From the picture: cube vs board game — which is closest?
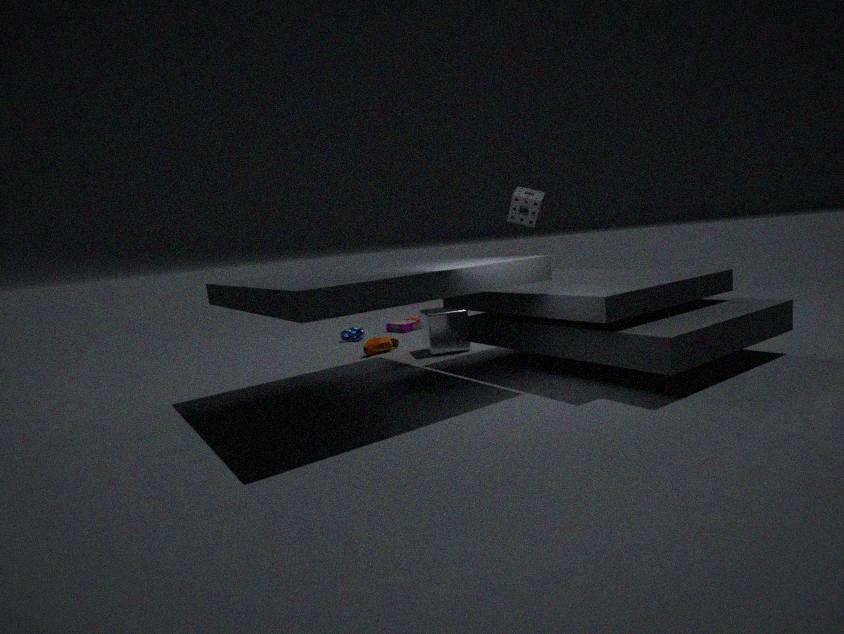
cube
